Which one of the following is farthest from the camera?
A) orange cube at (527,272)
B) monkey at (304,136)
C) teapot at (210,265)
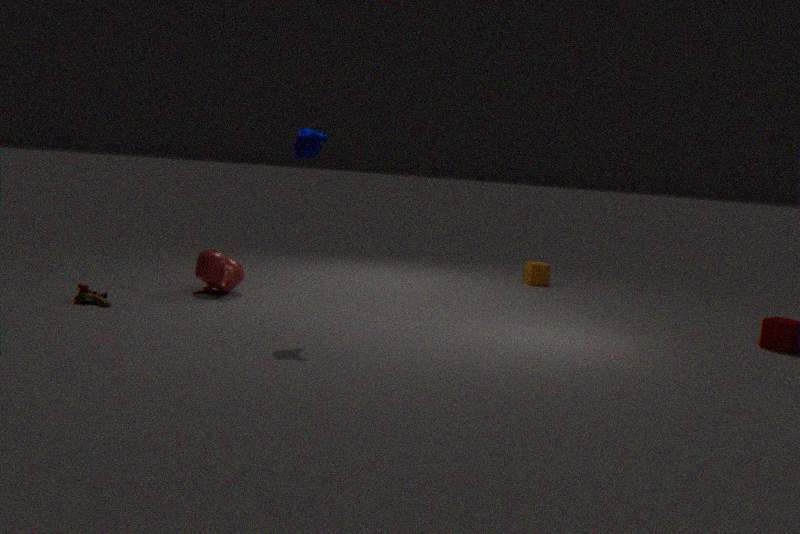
orange cube at (527,272)
